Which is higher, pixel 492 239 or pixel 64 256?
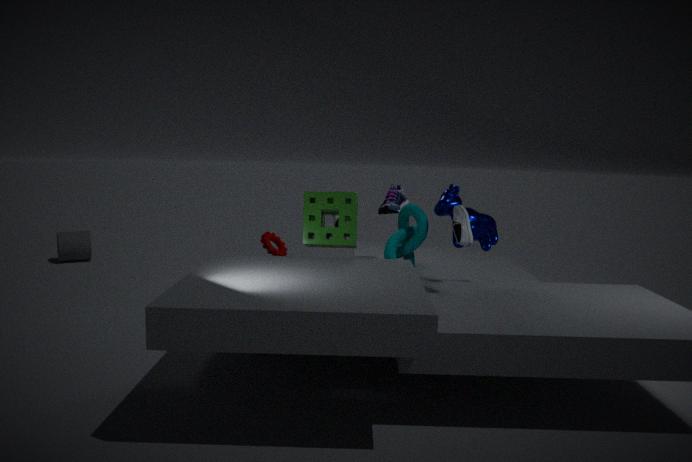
pixel 492 239
